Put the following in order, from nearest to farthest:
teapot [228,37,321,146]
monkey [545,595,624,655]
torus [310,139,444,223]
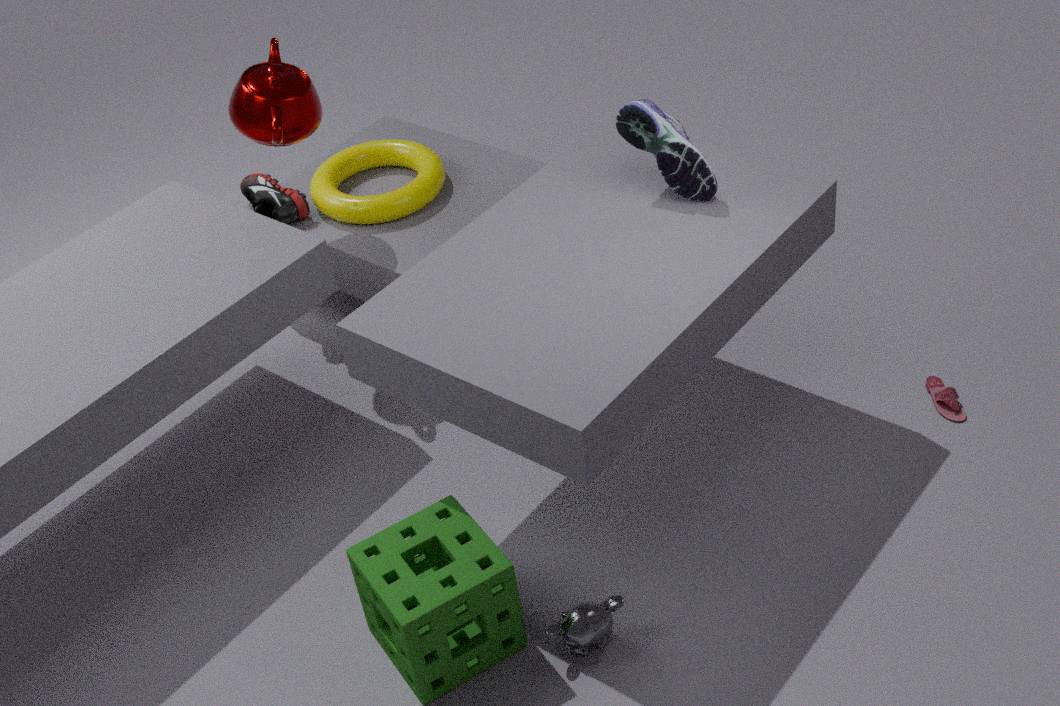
monkey [545,595,624,655] < teapot [228,37,321,146] < torus [310,139,444,223]
